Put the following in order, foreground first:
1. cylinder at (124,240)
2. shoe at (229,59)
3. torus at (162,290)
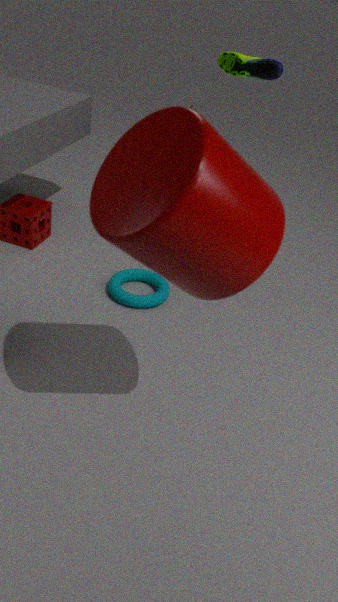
cylinder at (124,240), shoe at (229,59), torus at (162,290)
